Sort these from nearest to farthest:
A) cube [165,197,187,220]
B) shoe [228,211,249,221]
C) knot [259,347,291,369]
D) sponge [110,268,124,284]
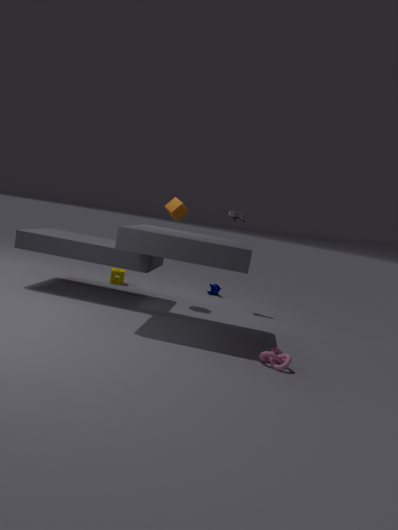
knot [259,347,291,369] < cube [165,197,187,220] < shoe [228,211,249,221] < sponge [110,268,124,284]
